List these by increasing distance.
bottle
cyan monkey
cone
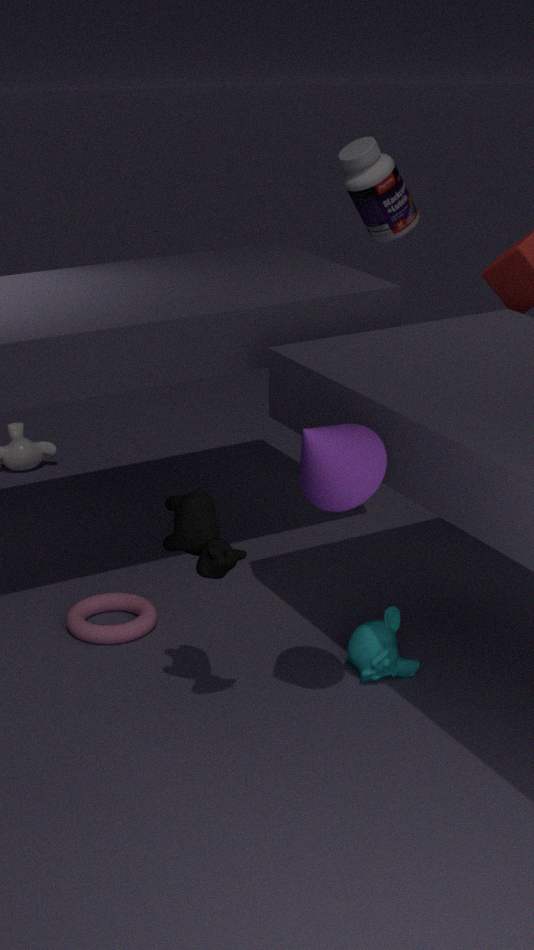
cone, cyan monkey, bottle
